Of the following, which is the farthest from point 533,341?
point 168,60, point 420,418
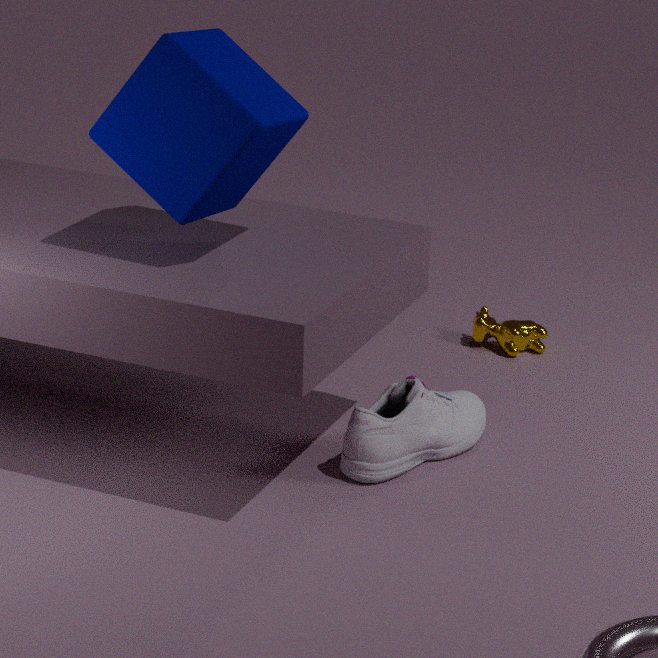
point 168,60
